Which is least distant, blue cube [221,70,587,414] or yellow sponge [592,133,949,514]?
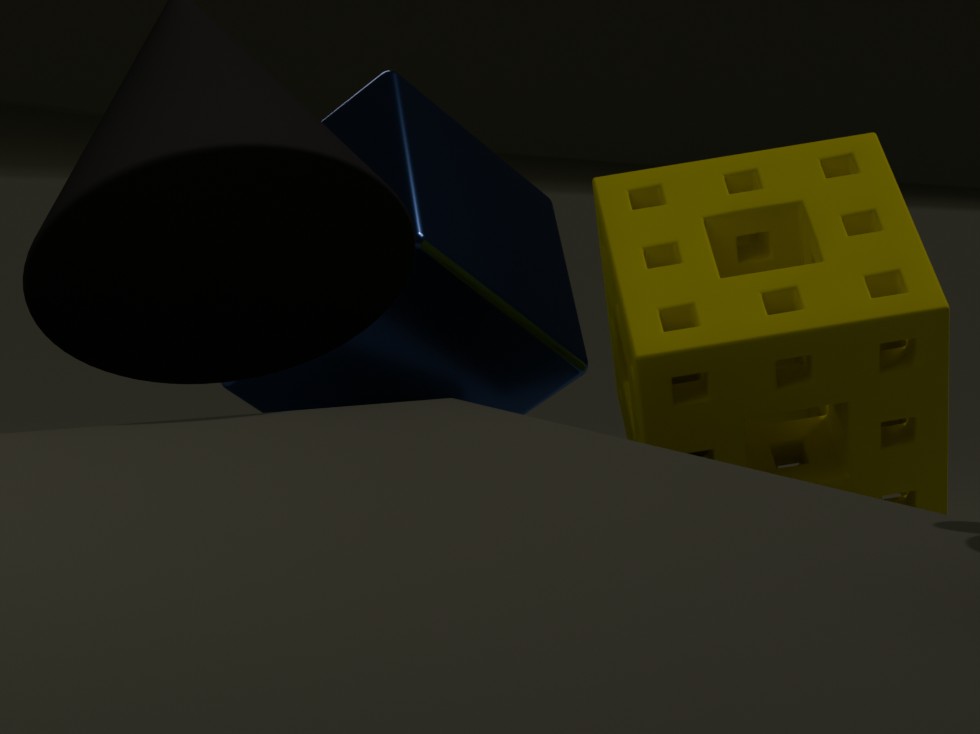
yellow sponge [592,133,949,514]
